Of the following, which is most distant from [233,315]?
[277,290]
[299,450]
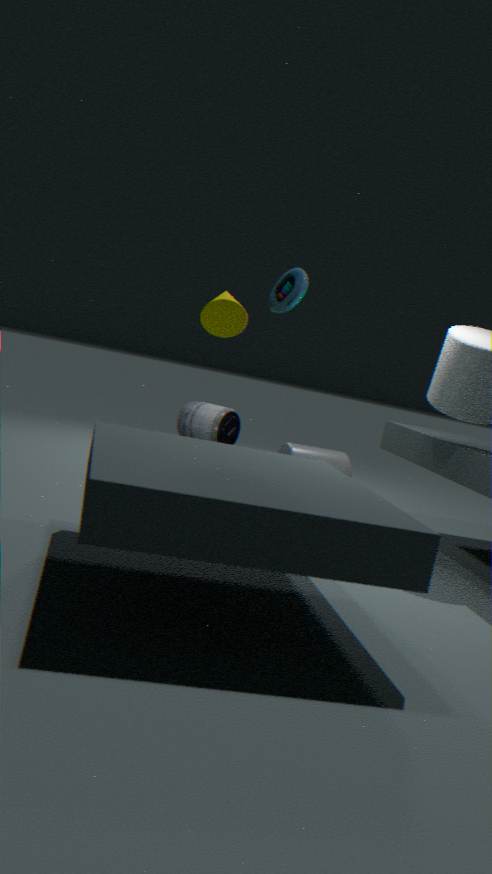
[299,450]
